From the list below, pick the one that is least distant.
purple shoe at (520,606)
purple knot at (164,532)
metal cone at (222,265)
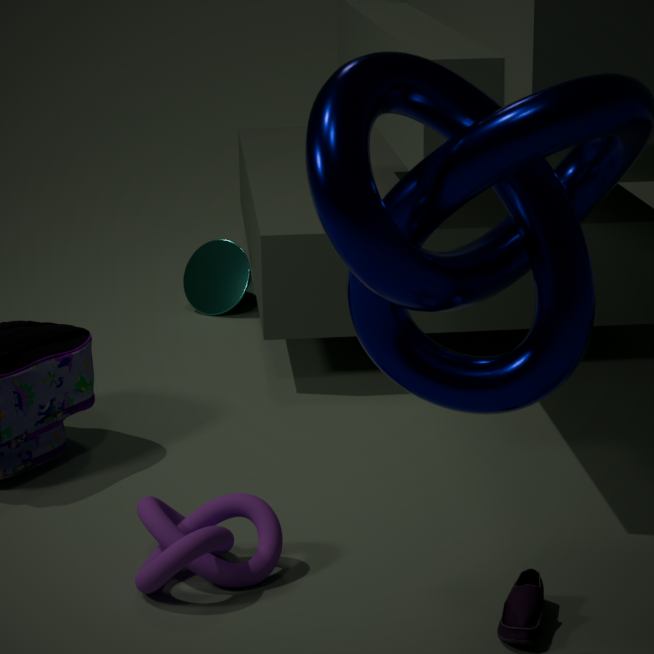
purple shoe at (520,606)
